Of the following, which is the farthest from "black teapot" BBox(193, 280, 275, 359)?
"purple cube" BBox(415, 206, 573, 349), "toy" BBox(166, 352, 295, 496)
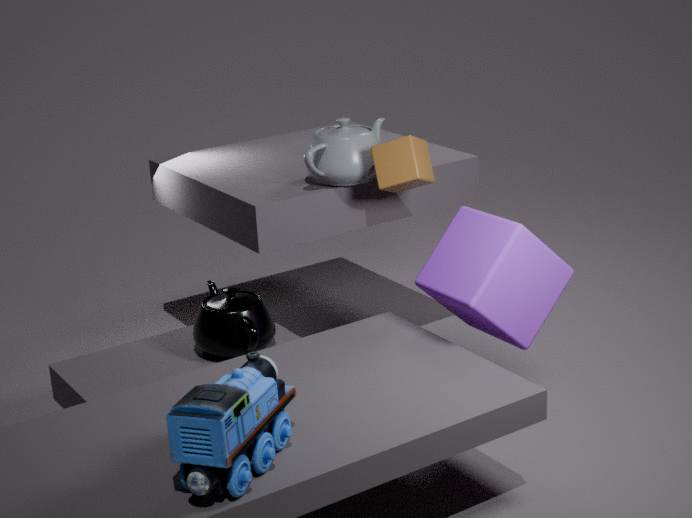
"toy" BBox(166, 352, 295, 496)
